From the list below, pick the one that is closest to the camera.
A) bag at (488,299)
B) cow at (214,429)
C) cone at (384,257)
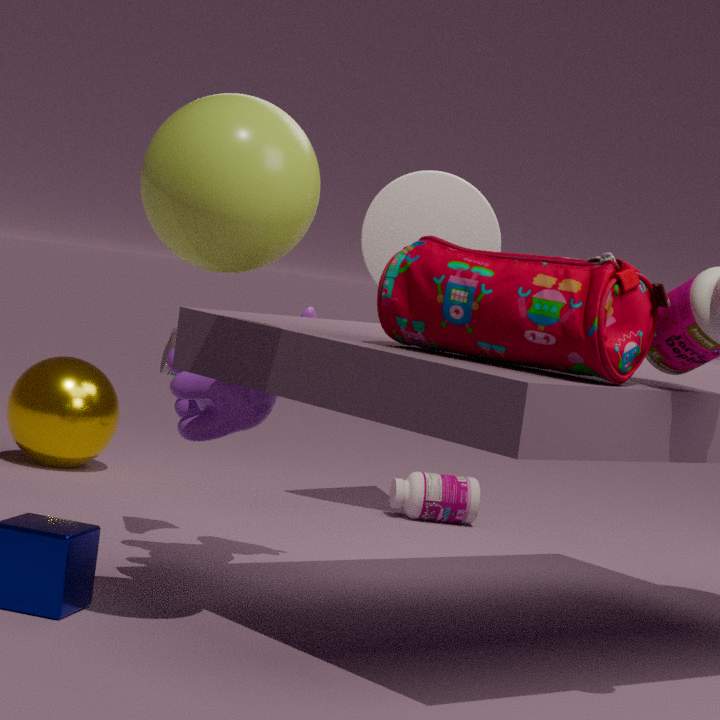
bag at (488,299)
